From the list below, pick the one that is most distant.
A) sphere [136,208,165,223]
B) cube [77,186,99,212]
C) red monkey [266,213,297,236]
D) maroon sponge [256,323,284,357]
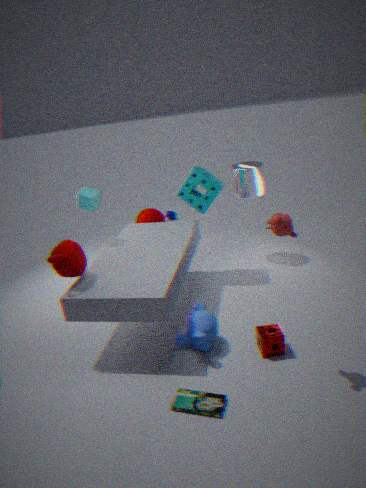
sphere [136,208,165,223]
